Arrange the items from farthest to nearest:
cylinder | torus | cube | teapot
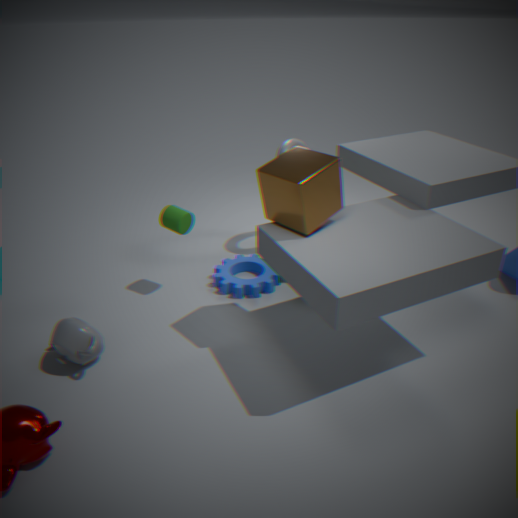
1. torus
2. cylinder
3. teapot
4. cube
